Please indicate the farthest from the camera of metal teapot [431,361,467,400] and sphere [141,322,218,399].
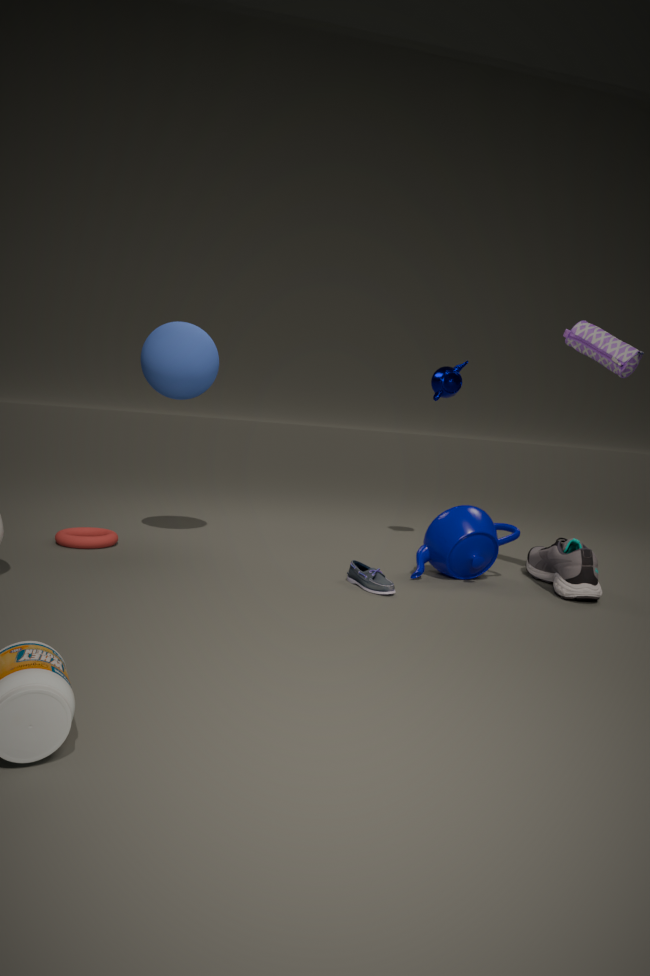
metal teapot [431,361,467,400]
